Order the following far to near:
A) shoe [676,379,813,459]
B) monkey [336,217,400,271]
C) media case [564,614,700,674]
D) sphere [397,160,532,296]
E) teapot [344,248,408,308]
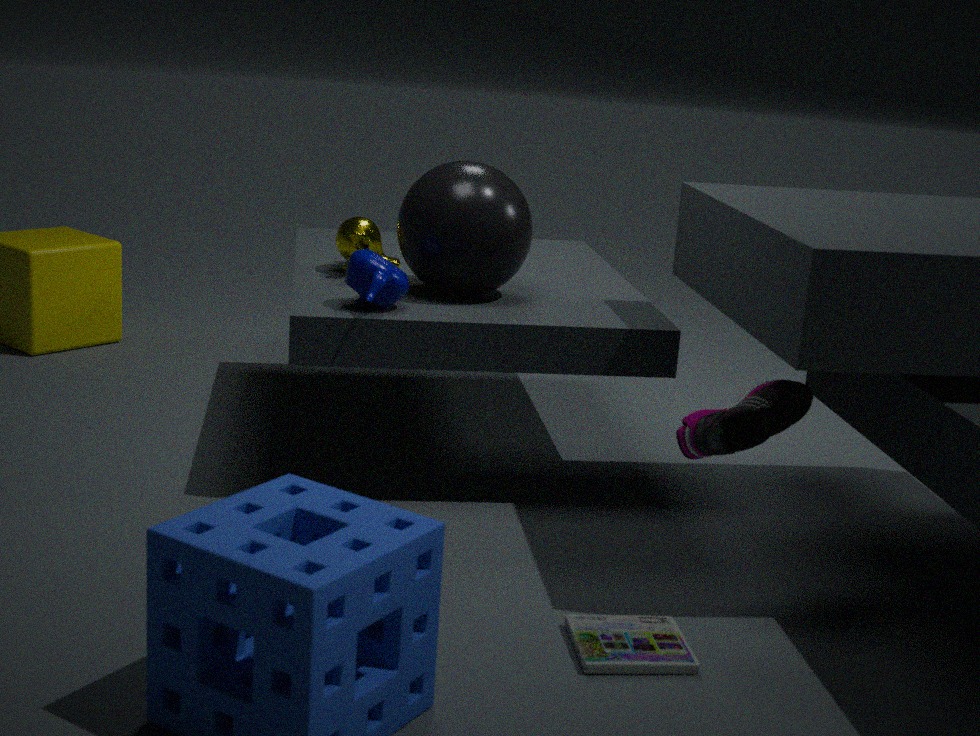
monkey [336,217,400,271] < sphere [397,160,532,296] < teapot [344,248,408,308] < shoe [676,379,813,459] < media case [564,614,700,674]
